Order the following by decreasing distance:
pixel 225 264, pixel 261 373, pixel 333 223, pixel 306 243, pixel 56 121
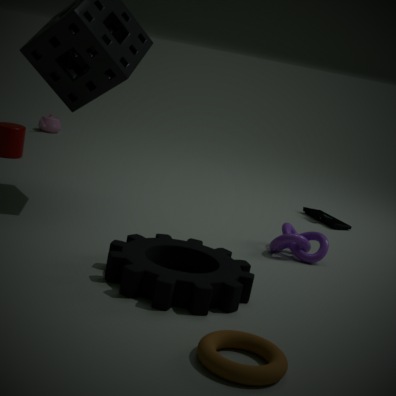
1. pixel 56 121
2. pixel 333 223
3. pixel 306 243
4. pixel 225 264
5. pixel 261 373
